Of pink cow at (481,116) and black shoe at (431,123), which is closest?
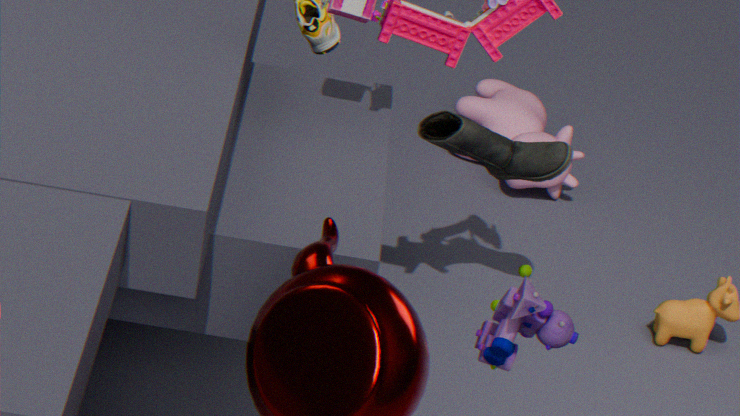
black shoe at (431,123)
